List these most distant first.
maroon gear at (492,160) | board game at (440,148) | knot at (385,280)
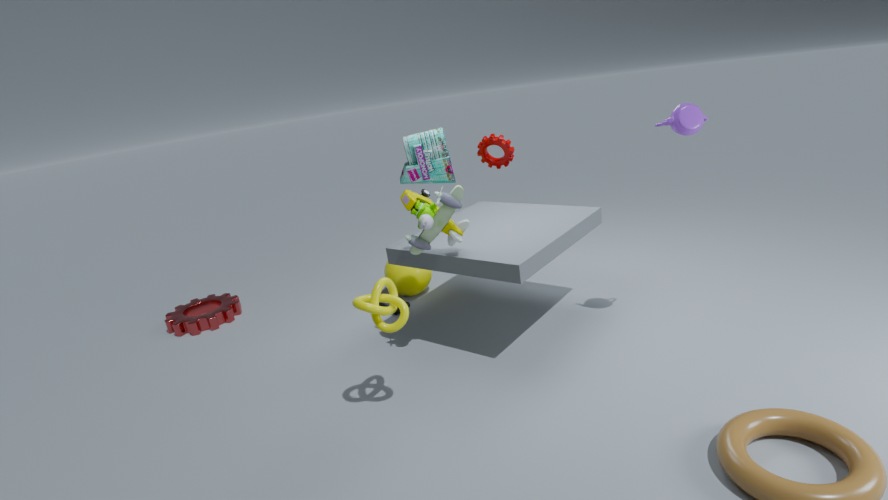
1. maroon gear at (492,160)
2. board game at (440,148)
3. knot at (385,280)
